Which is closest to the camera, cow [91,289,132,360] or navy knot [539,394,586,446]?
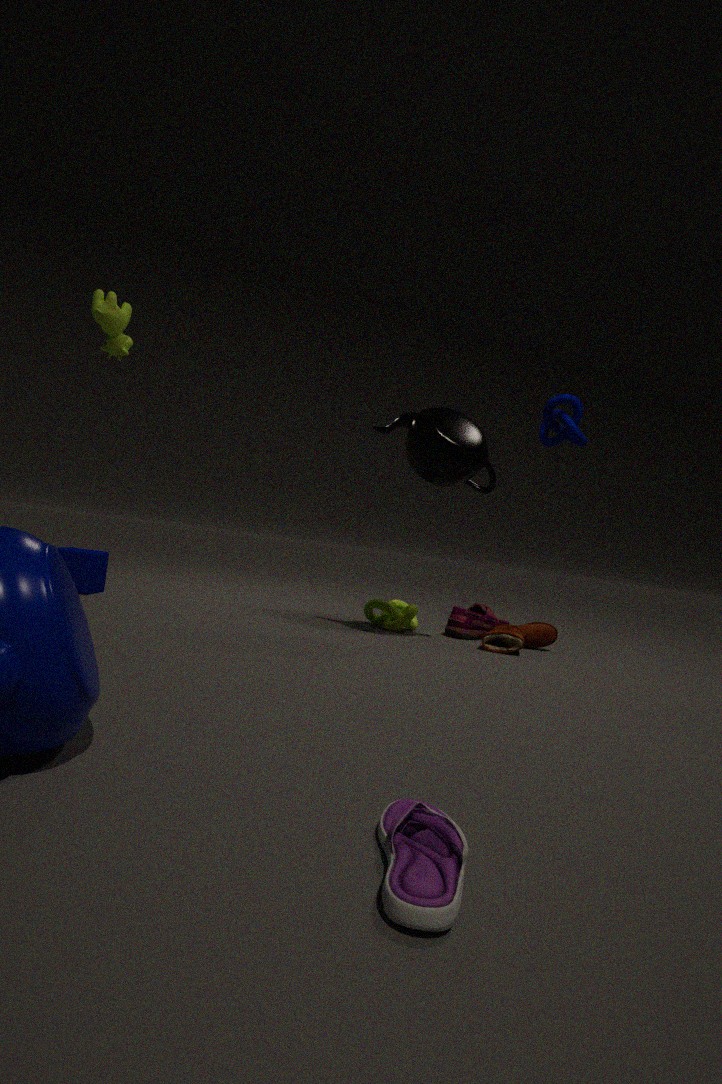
cow [91,289,132,360]
